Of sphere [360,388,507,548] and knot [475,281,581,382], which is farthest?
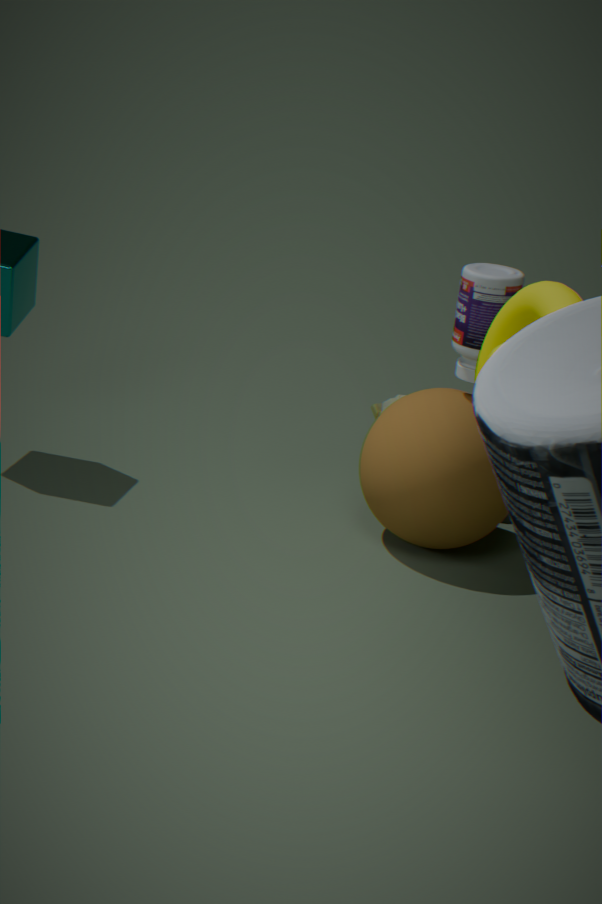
sphere [360,388,507,548]
